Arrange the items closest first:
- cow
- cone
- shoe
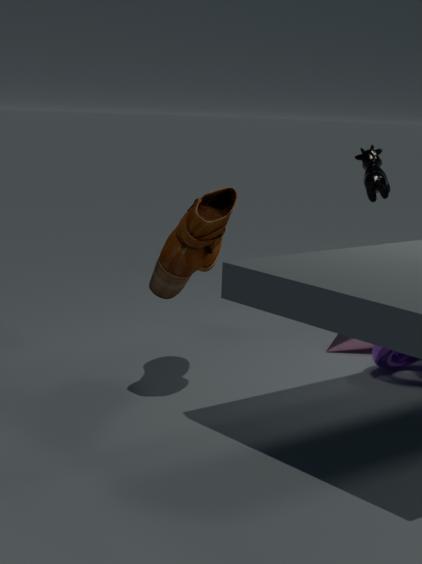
shoe
cone
cow
